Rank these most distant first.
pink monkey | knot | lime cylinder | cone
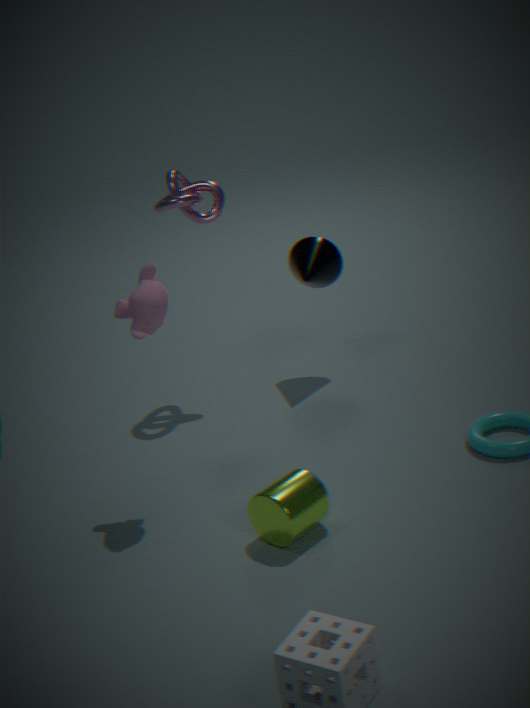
cone
knot
pink monkey
lime cylinder
